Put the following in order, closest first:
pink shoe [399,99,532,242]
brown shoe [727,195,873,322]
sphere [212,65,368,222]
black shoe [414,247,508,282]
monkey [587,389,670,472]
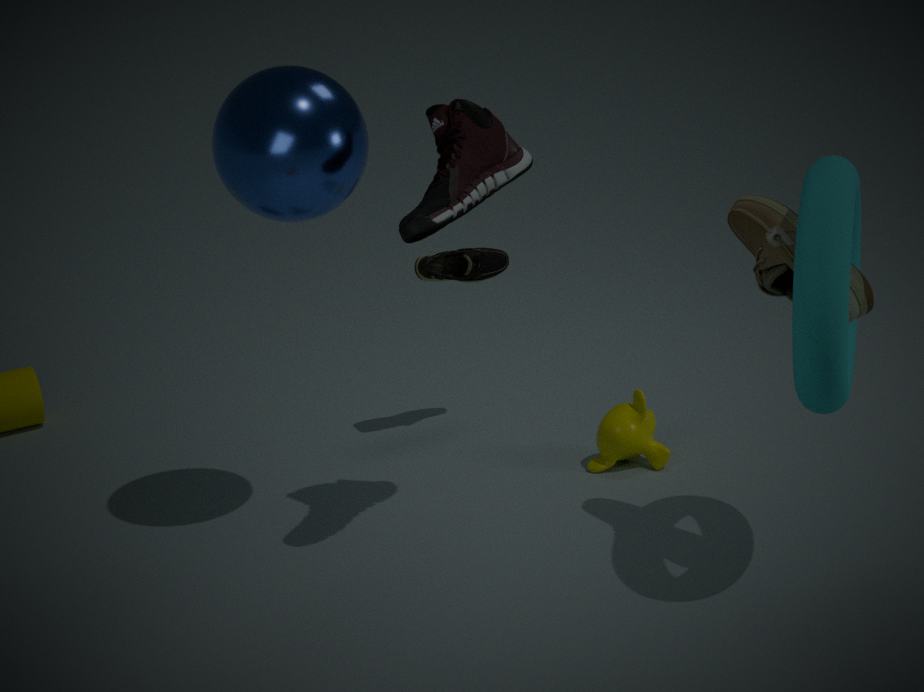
brown shoe [727,195,873,322], pink shoe [399,99,532,242], sphere [212,65,368,222], monkey [587,389,670,472], black shoe [414,247,508,282]
